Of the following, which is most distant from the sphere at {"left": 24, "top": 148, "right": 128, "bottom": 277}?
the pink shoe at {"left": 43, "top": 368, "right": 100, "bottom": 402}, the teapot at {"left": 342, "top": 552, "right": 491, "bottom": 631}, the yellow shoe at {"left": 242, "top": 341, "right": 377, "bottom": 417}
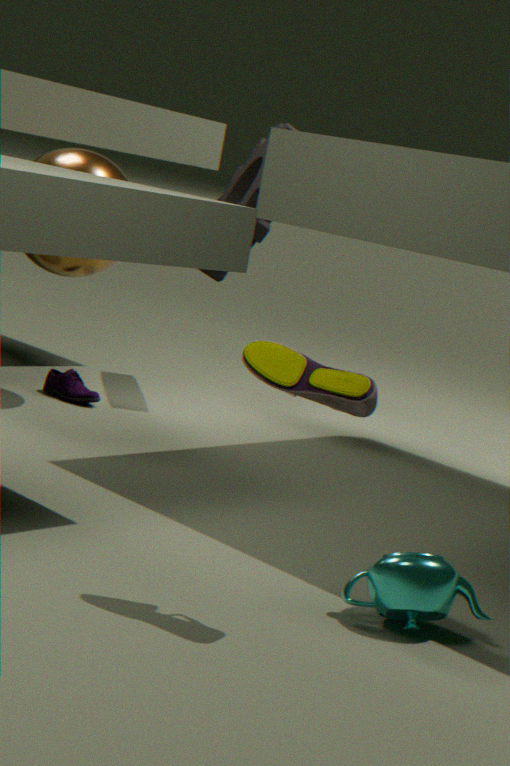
the teapot at {"left": 342, "top": 552, "right": 491, "bottom": 631}
